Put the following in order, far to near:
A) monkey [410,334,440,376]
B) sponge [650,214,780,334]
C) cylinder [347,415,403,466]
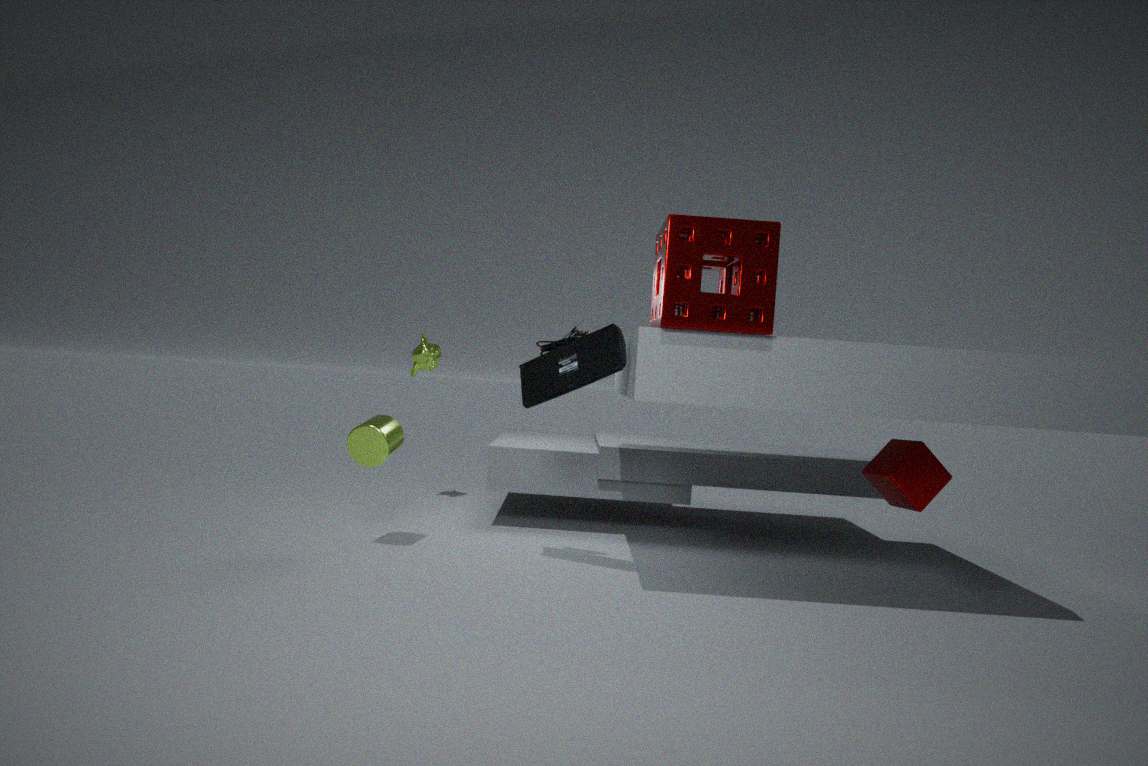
monkey [410,334,440,376] < cylinder [347,415,403,466] < sponge [650,214,780,334]
